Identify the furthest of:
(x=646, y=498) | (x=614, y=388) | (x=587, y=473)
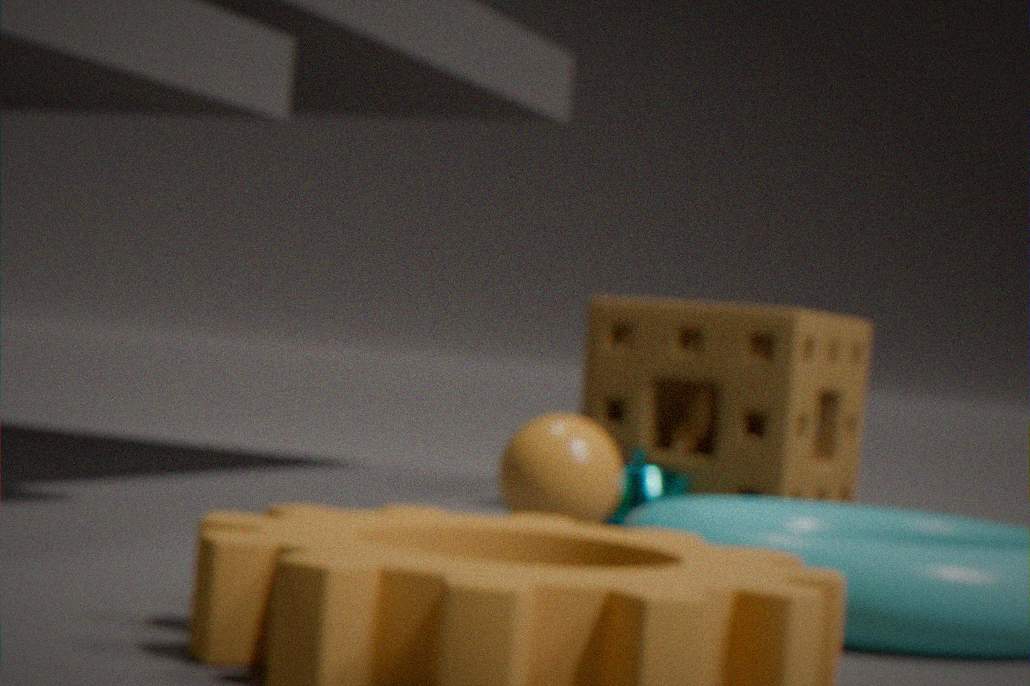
(x=614, y=388)
